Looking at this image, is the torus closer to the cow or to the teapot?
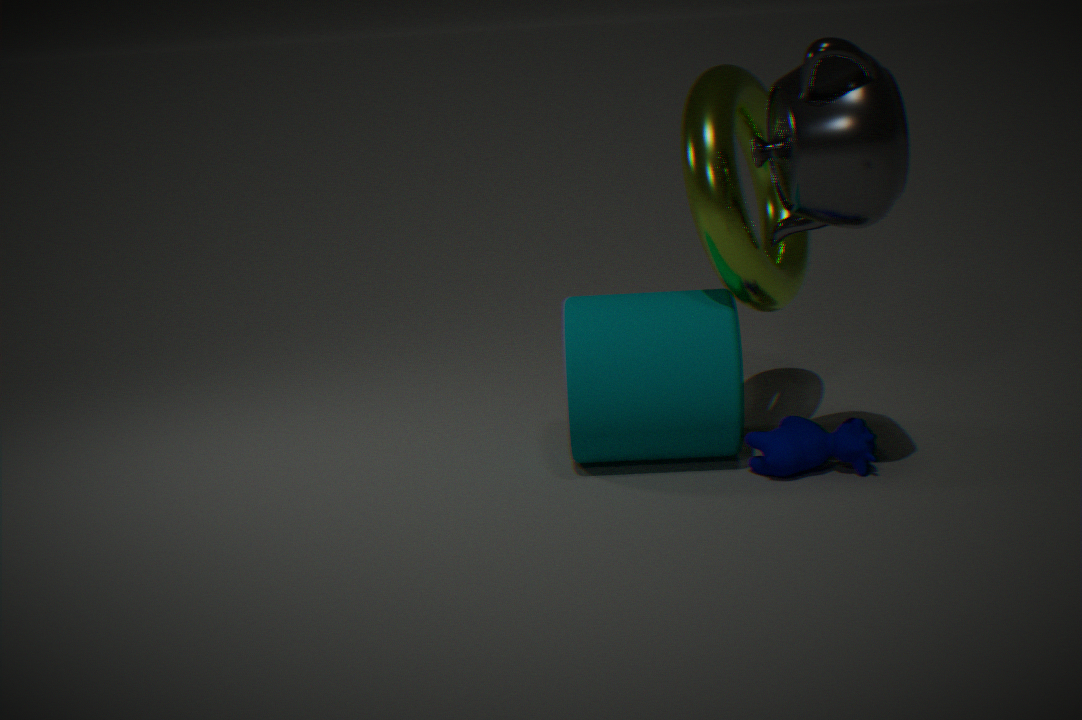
the teapot
